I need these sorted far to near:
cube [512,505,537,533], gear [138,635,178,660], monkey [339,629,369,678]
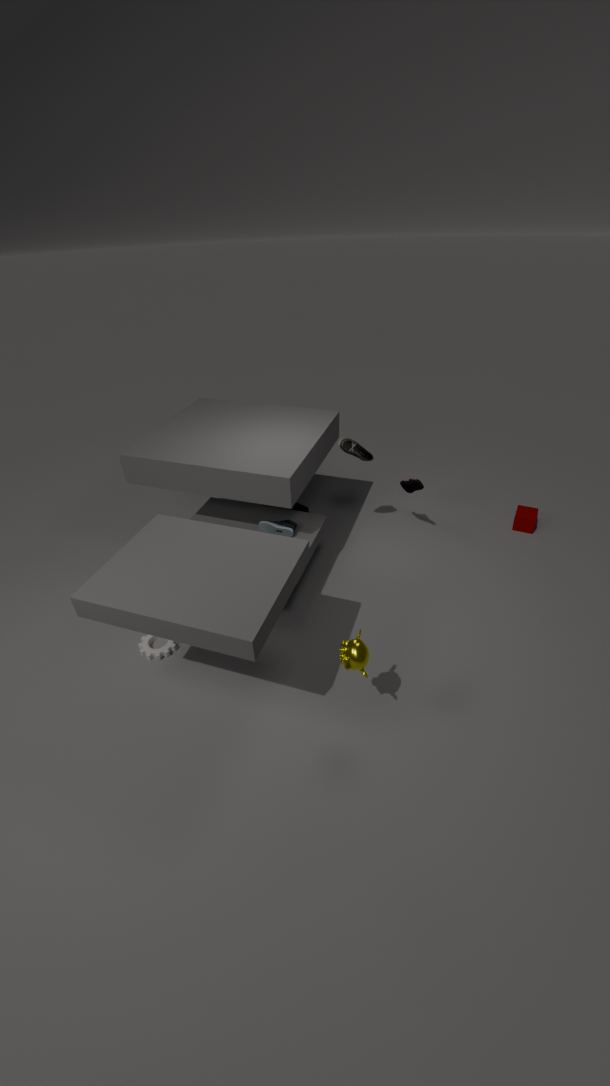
cube [512,505,537,533] → gear [138,635,178,660] → monkey [339,629,369,678]
